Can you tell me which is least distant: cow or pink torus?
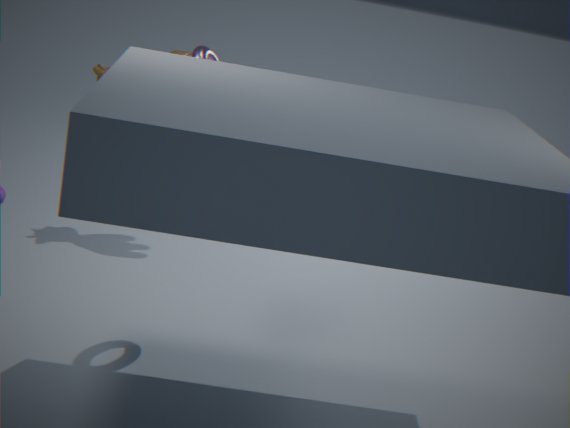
pink torus
